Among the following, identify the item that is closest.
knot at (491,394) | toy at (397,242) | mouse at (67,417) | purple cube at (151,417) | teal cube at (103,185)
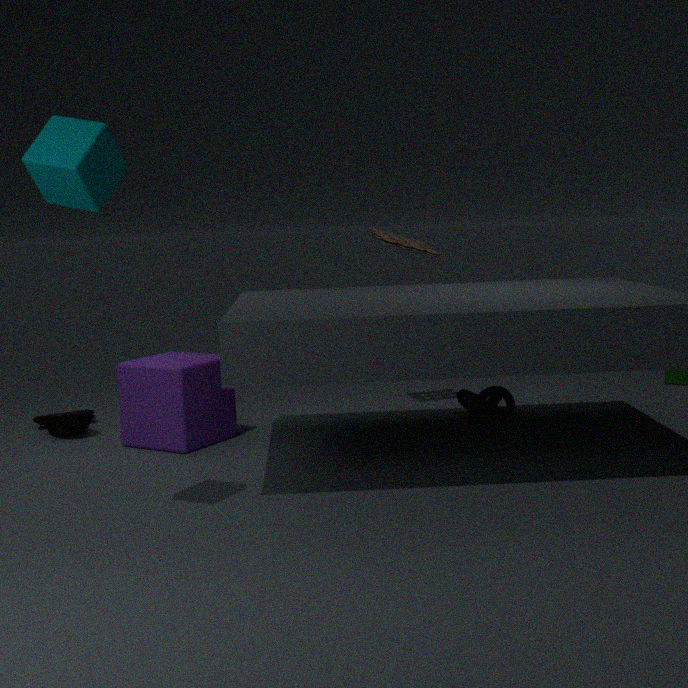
teal cube at (103,185)
